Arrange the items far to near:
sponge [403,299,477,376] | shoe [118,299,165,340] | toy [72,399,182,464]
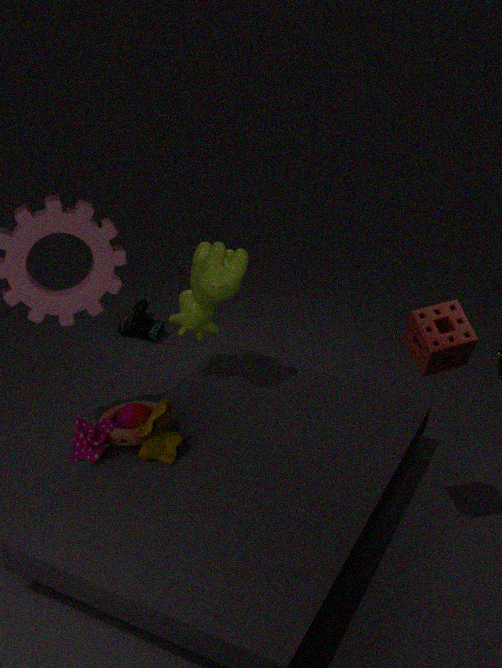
shoe [118,299,165,340], toy [72,399,182,464], sponge [403,299,477,376]
